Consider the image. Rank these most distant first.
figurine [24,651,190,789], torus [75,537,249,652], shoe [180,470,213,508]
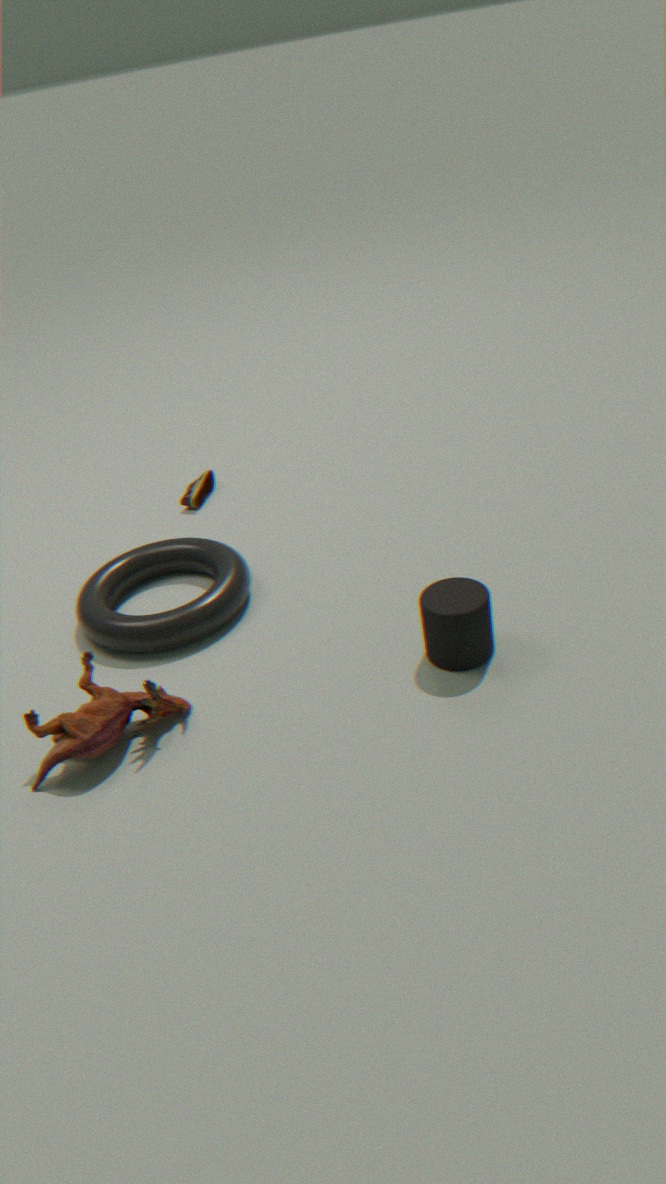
shoe [180,470,213,508] < torus [75,537,249,652] < figurine [24,651,190,789]
